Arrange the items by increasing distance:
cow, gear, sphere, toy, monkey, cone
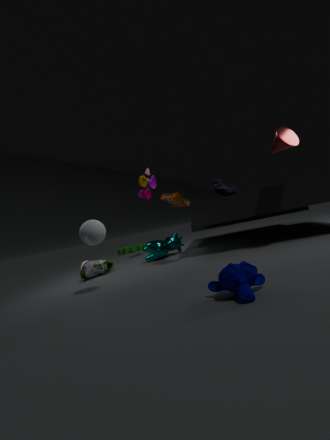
monkey < sphere < cone < cow < toy < gear
